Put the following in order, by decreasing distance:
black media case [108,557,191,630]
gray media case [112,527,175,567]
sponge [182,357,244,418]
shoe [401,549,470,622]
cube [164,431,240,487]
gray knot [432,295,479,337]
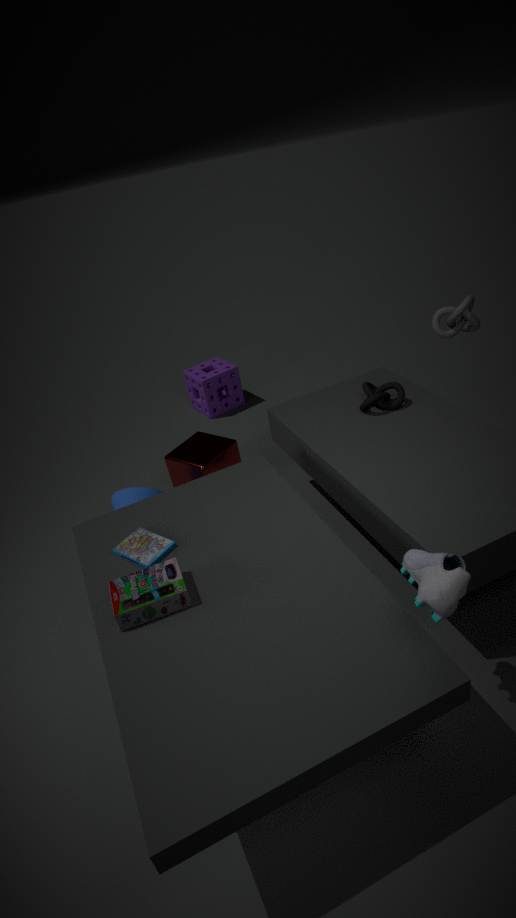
sponge [182,357,244,418]
cube [164,431,240,487]
gray knot [432,295,479,337]
gray media case [112,527,175,567]
black media case [108,557,191,630]
shoe [401,549,470,622]
